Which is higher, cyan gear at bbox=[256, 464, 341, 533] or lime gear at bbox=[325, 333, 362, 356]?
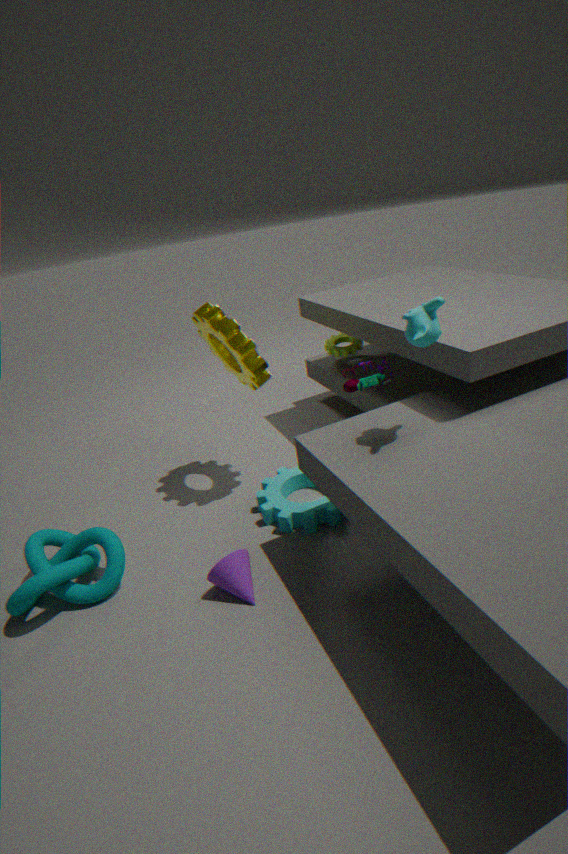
lime gear at bbox=[325, 333, 362, 356]
